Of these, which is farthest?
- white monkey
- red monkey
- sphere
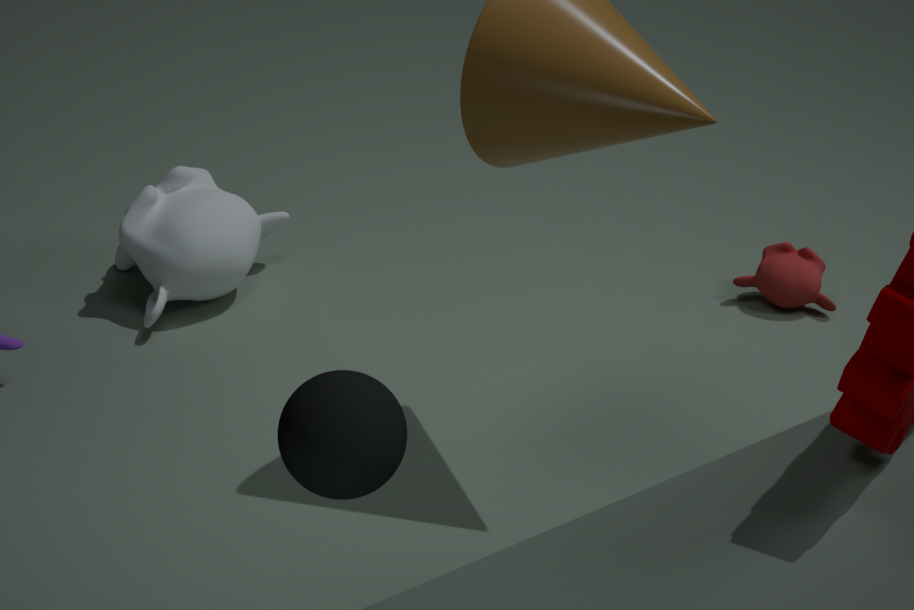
red monkey
